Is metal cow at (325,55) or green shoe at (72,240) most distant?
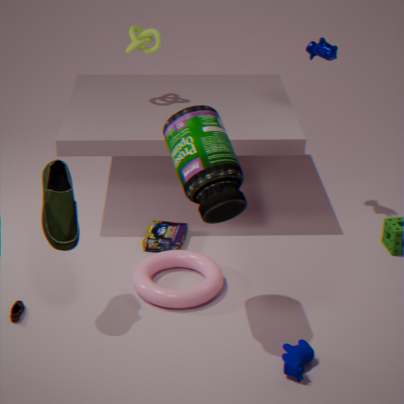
metal cow at (325,55)
